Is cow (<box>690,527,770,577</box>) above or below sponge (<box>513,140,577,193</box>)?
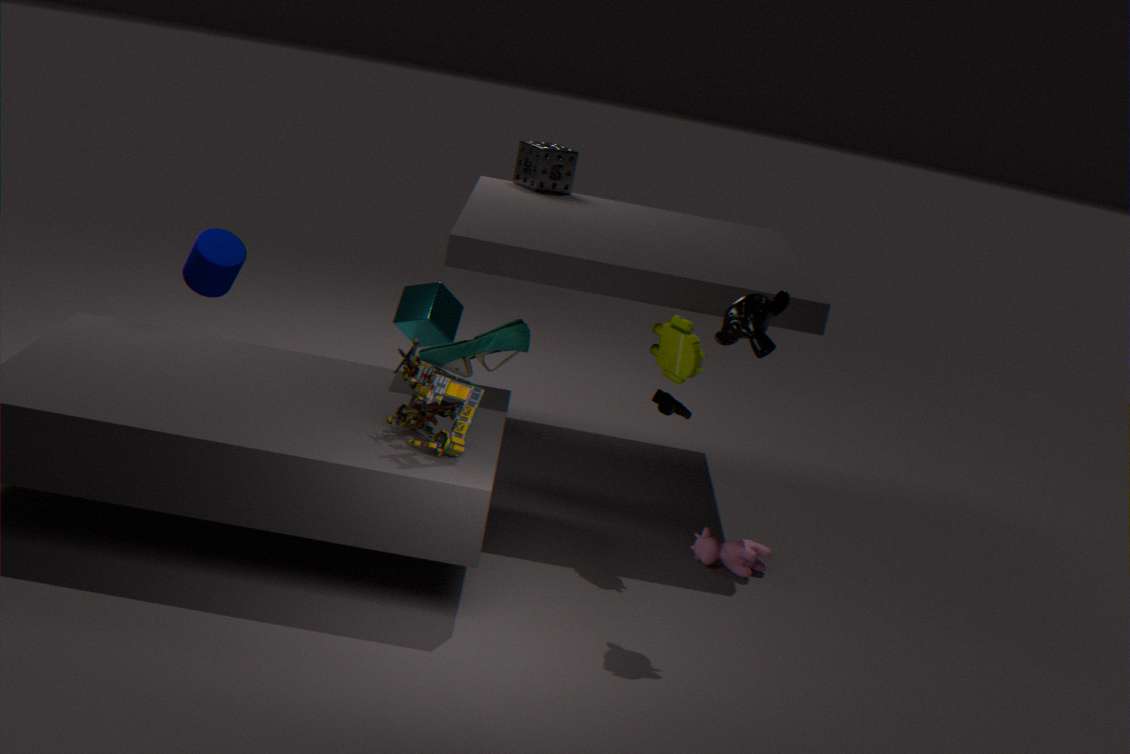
below
